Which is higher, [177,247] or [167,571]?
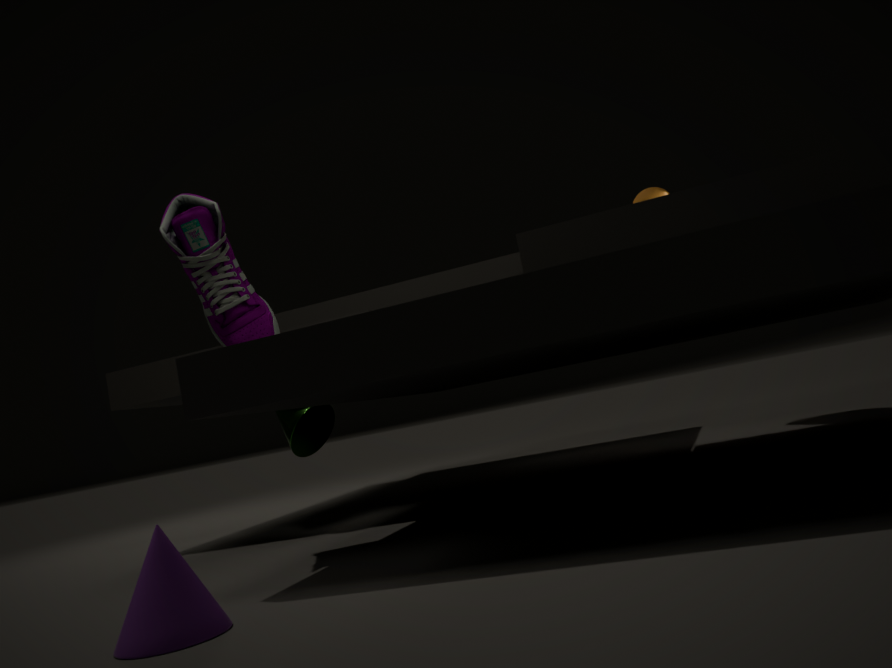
[177,247]
